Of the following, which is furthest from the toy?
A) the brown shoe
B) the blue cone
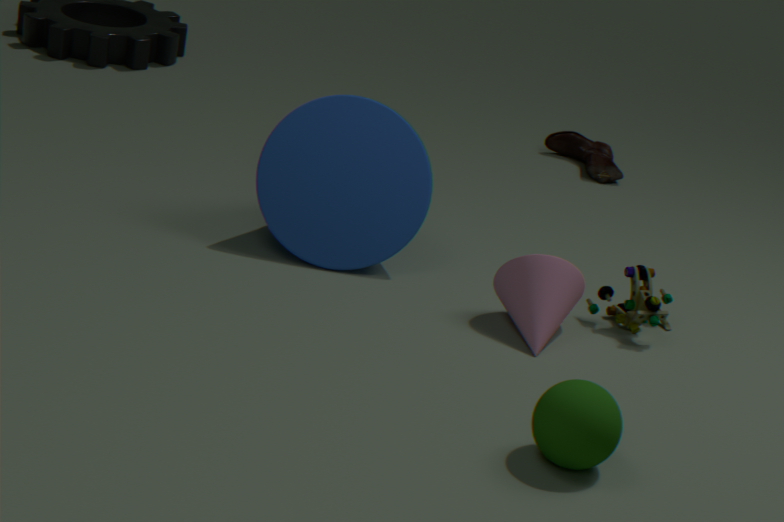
the brown shoe
